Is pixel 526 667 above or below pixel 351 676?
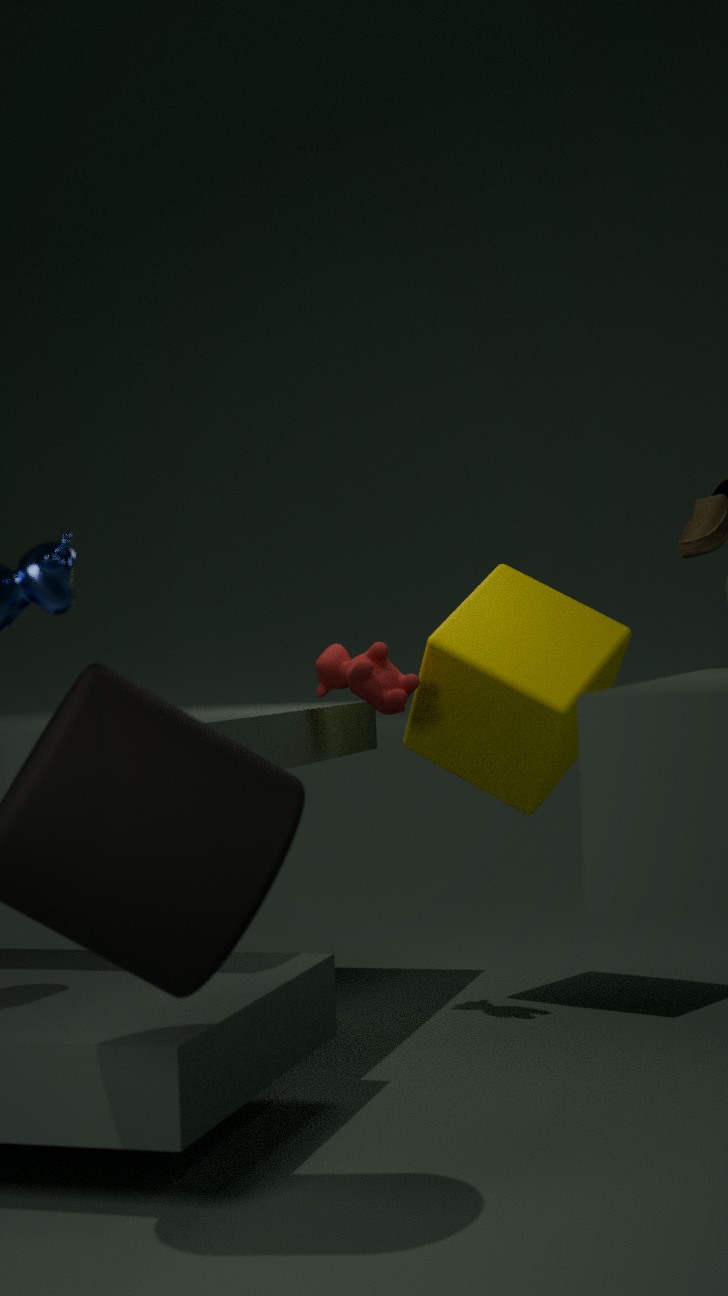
below
